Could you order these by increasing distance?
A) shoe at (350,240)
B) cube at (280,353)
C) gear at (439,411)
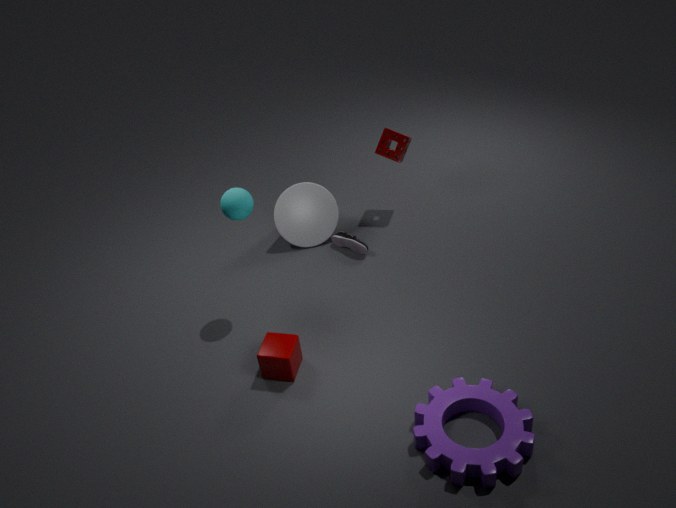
1. gear at (439,411)
2. cube at (280,353)
3. shoe at (350,240)
